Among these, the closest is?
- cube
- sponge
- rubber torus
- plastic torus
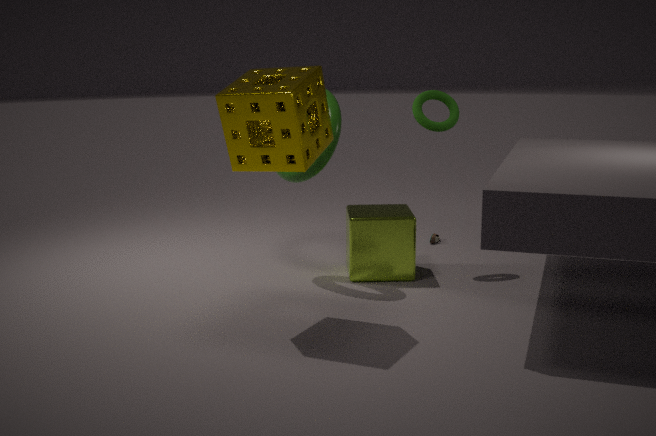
sponge
